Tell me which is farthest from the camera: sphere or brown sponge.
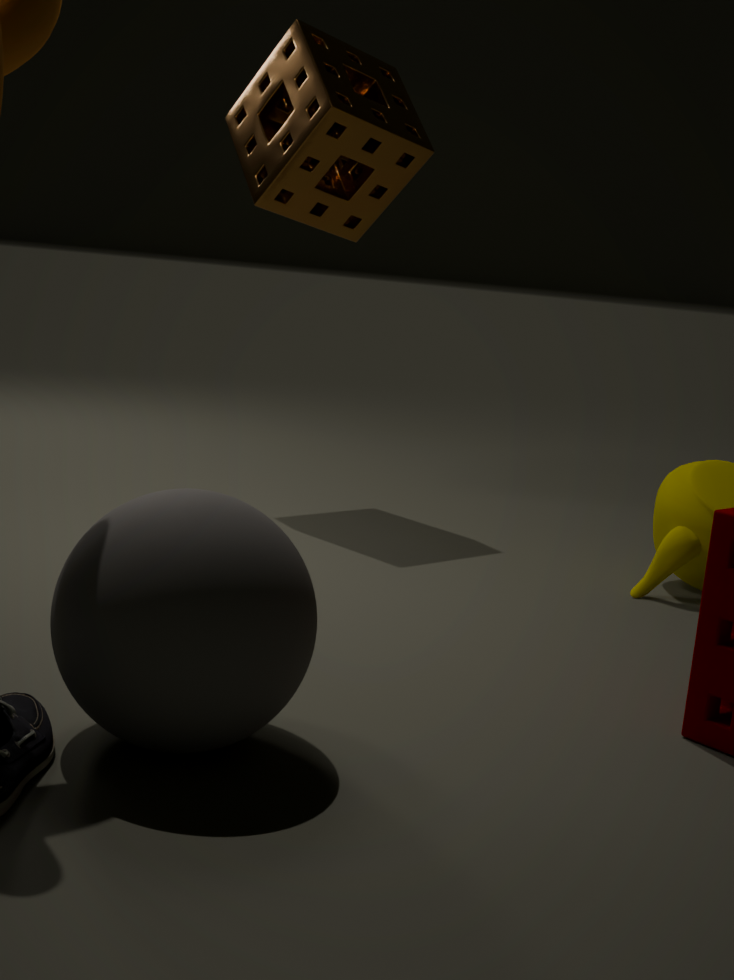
brown sponge
